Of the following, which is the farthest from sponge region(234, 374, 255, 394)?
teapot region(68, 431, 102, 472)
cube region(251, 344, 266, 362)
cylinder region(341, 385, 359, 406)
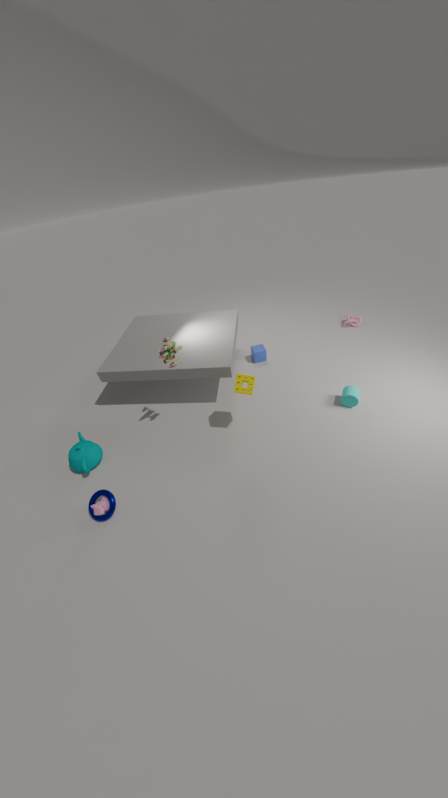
teapot region(68, 431, 102, 472)
